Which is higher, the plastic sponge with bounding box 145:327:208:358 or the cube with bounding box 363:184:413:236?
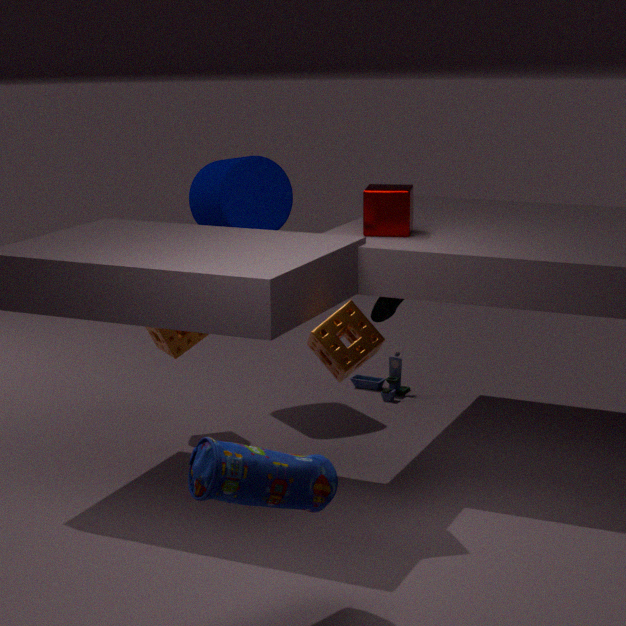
the cube with bounding box 363:184:413:236
